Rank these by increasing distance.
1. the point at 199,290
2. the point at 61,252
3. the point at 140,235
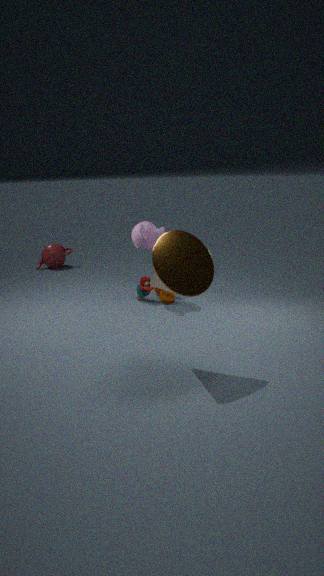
1. the point at 199,290
2. the point at 140,235
3. the point at 61,252
